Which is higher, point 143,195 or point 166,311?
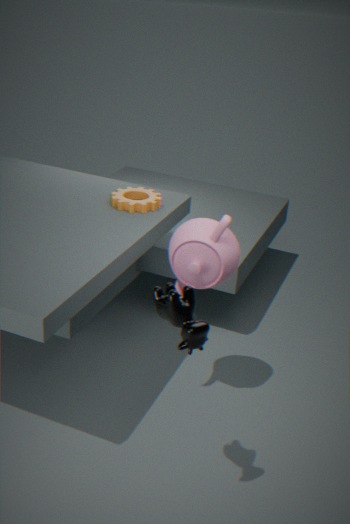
point 166,311
